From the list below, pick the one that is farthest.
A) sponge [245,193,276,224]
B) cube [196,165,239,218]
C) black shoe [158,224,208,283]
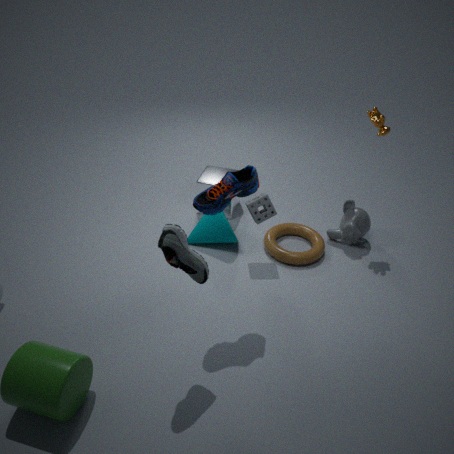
cube [196,165,239,218]
